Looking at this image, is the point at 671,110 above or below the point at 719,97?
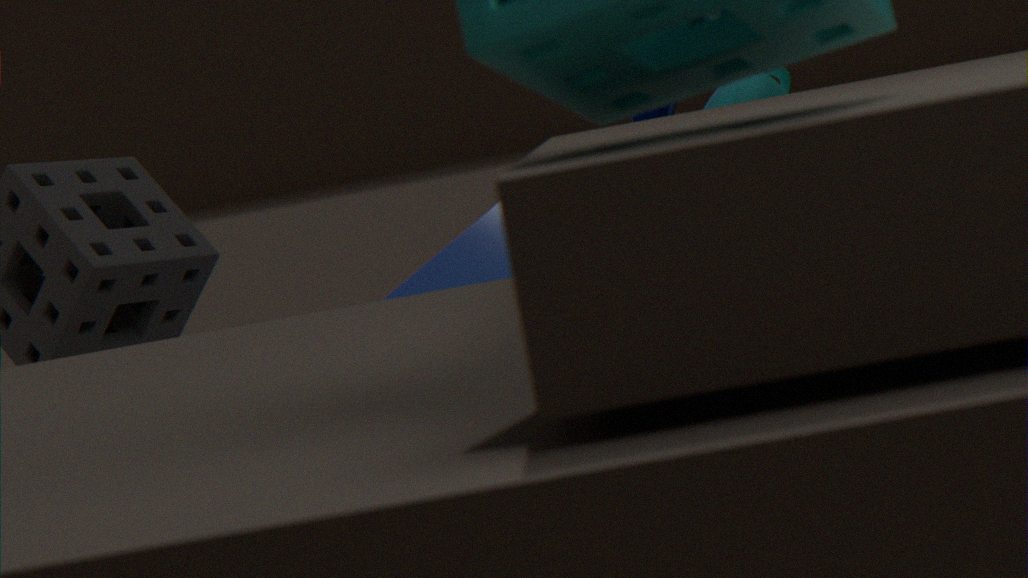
above
